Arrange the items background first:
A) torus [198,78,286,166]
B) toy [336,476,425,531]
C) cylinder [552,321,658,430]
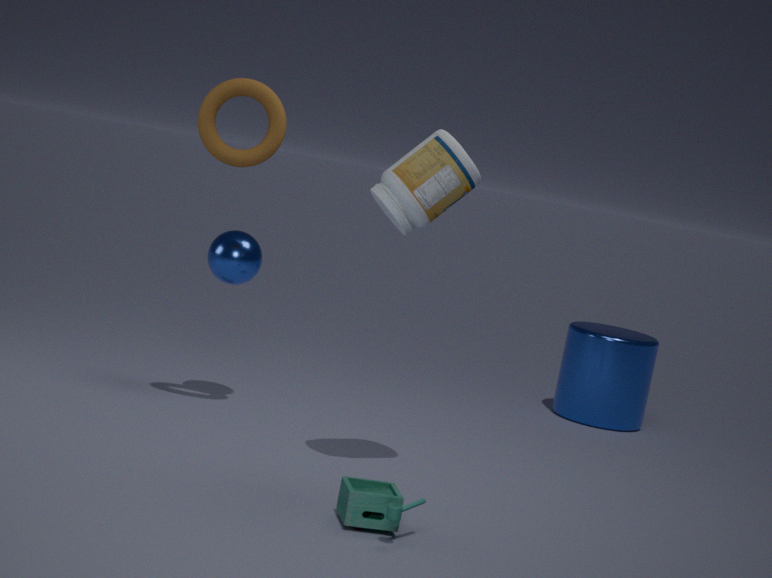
1. cylinder [552,321,658,430]
2. torus [198,78,286,166]
3. toy [336,476,425,531]
